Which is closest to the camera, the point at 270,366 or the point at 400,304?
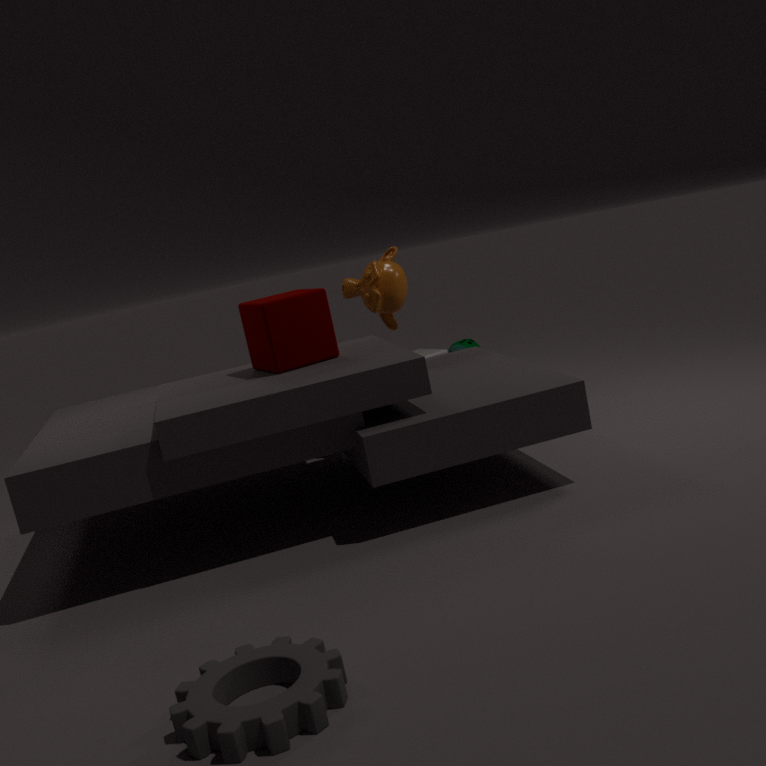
the point at 270,366
